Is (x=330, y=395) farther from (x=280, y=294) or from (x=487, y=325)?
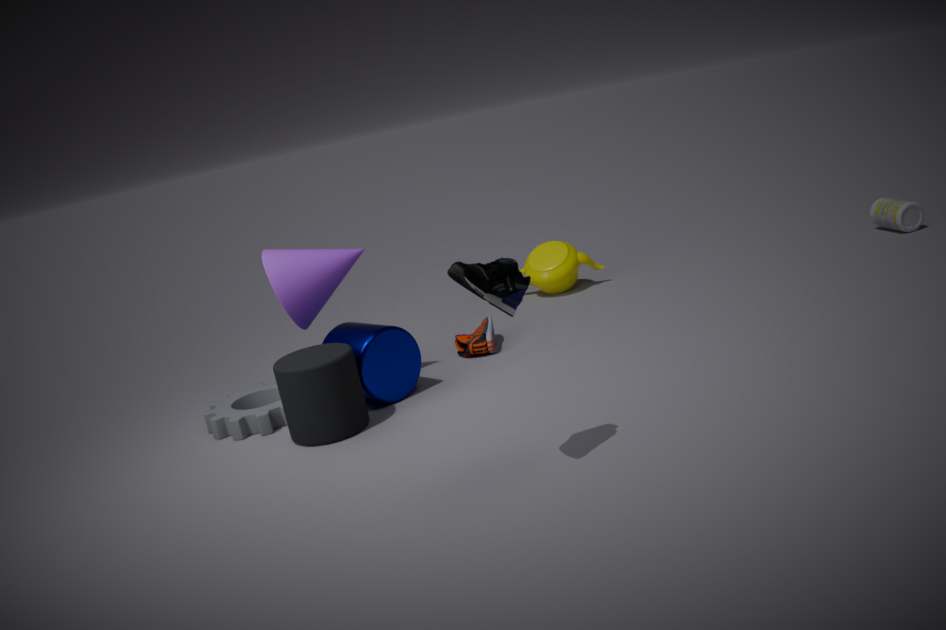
(x=487, y=325)
